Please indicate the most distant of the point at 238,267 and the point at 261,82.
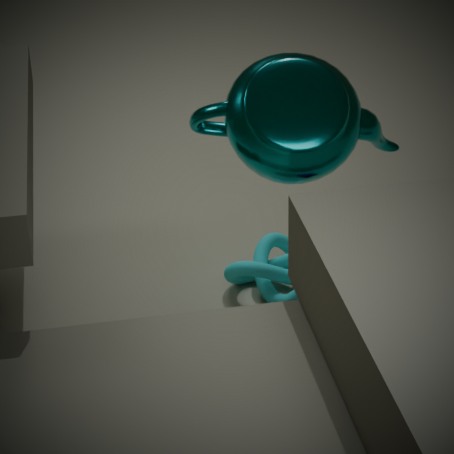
the point at 238,267
